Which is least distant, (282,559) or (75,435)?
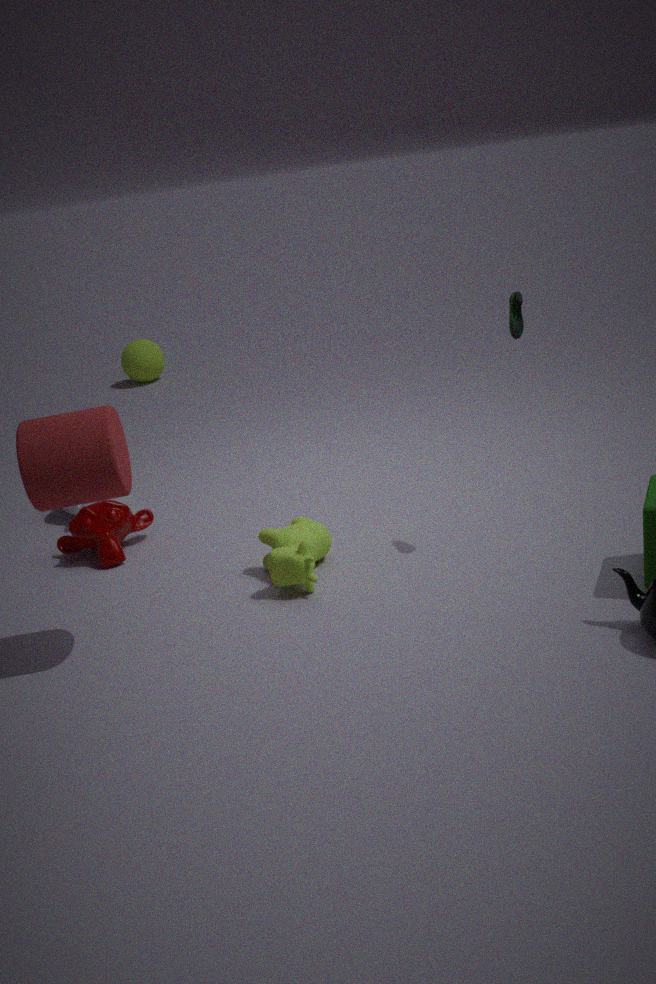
(75,435)
